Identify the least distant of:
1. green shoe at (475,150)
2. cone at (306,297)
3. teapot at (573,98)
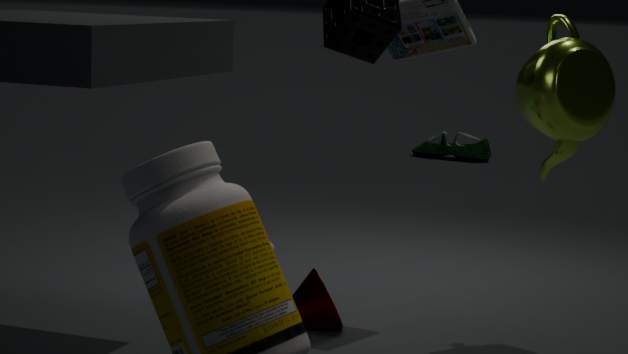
teapot at (573,98)
